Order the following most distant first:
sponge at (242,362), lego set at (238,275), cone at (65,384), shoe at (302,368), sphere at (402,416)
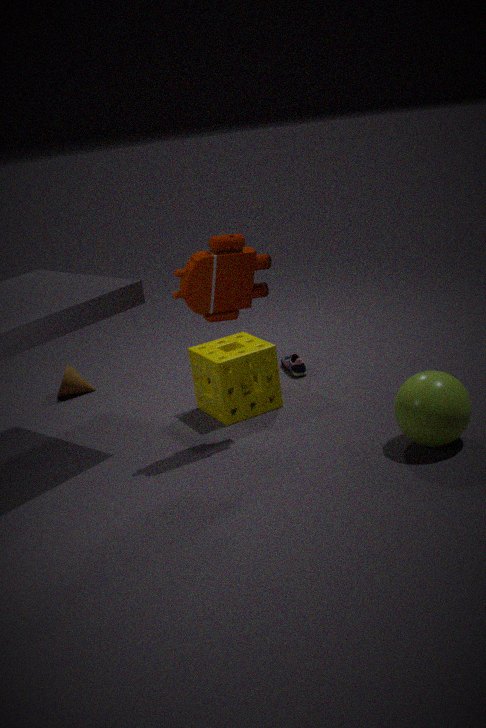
1. cone at (65,384)
2. shoe at (302,368)
3. sponge at (242,362)
4. lego set at (238,275)
5. sphere at (402,416)
